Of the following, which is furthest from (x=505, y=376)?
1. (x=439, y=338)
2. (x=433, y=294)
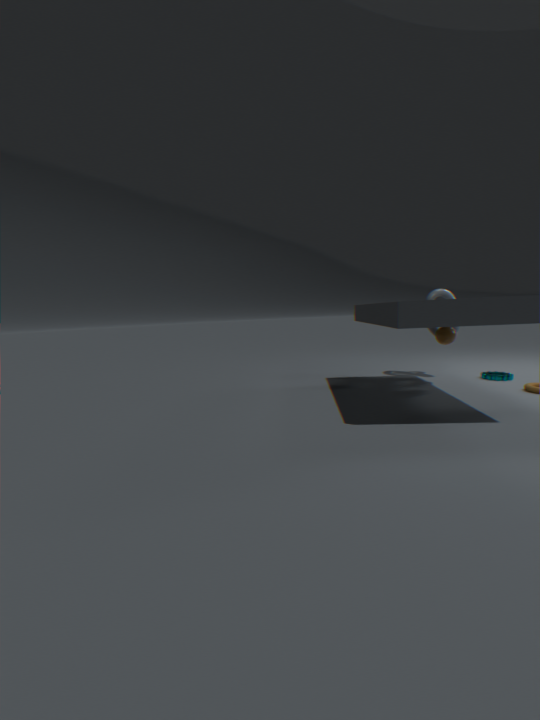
(x=433, y=294)
